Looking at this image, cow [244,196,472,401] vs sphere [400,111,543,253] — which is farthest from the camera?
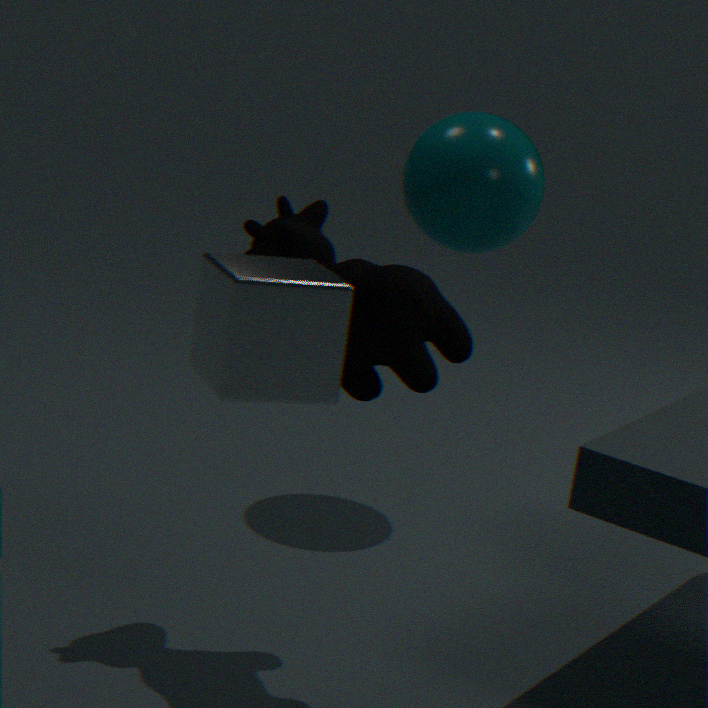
sphere [400,111,543,253]
